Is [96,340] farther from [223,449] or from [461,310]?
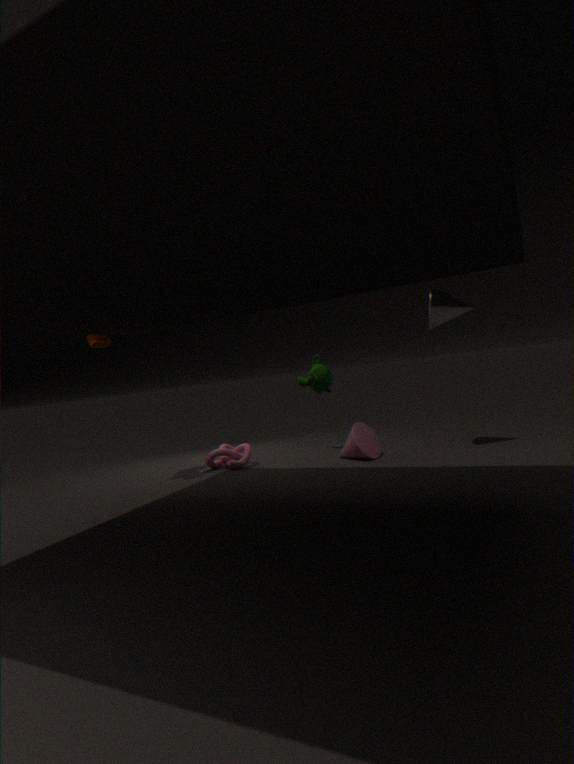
[461,310]
